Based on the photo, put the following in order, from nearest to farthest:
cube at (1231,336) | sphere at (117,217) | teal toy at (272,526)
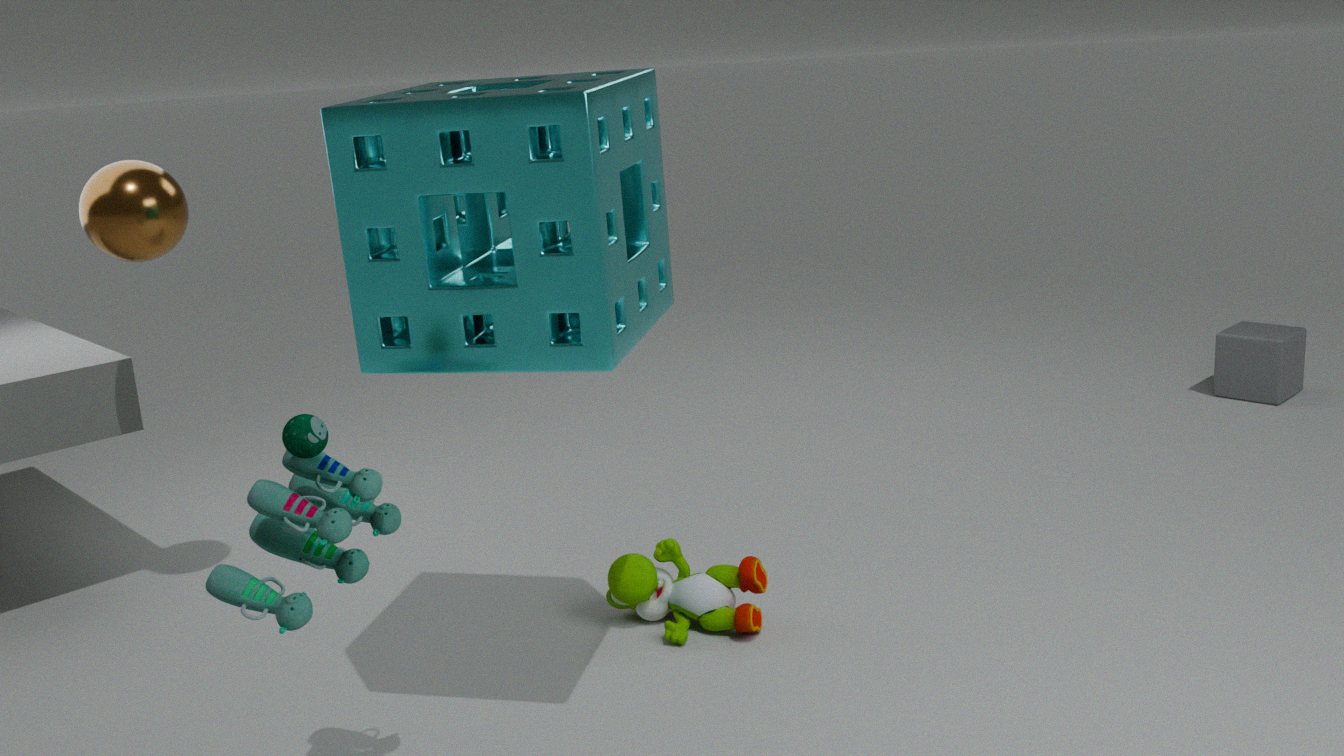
1. teal toy at (272,526)
2. sphere at (117,217)
3. cube at (1231,336)
